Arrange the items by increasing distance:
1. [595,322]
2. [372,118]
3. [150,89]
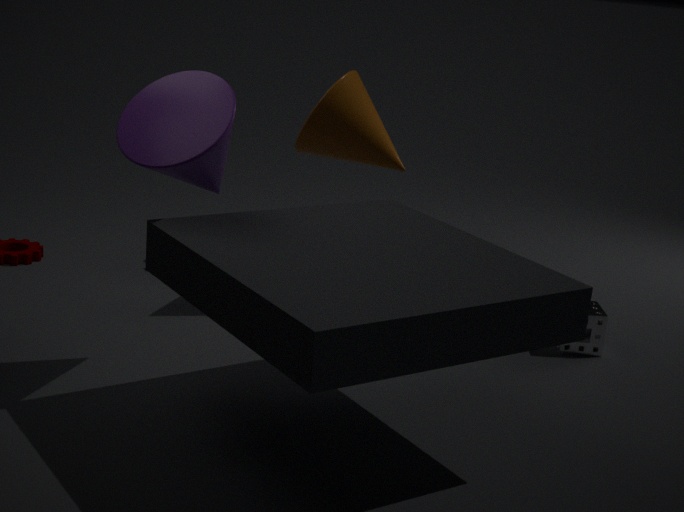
[150,89] < [595,322] < [372,118]
